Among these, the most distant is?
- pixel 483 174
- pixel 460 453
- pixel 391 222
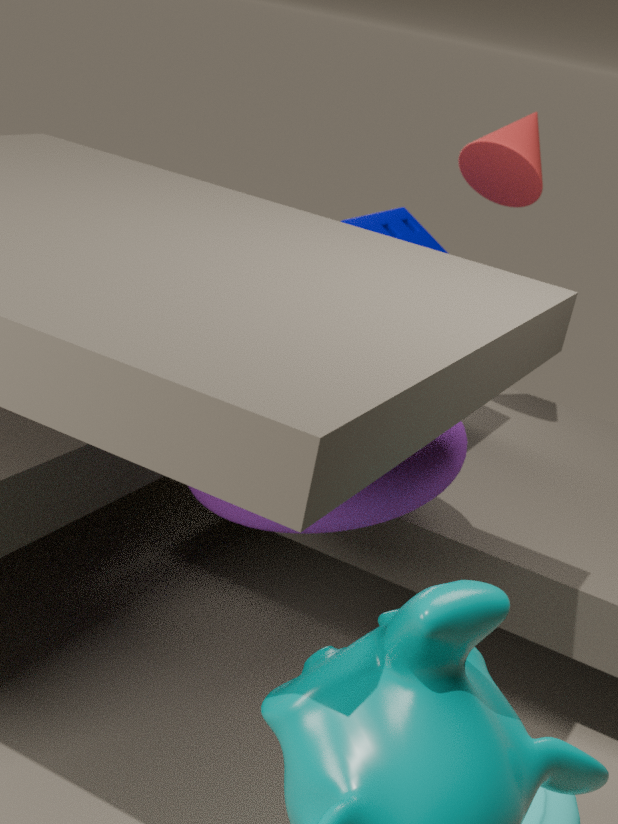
pixel 391 222
